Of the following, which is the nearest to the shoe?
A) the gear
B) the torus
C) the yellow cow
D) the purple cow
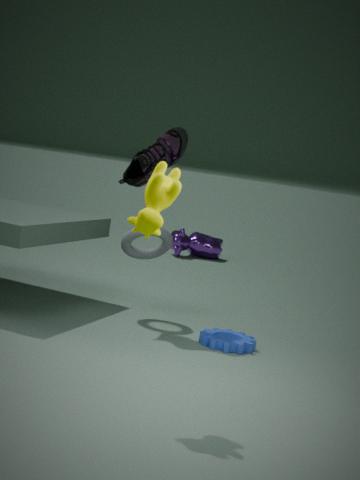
the torus
